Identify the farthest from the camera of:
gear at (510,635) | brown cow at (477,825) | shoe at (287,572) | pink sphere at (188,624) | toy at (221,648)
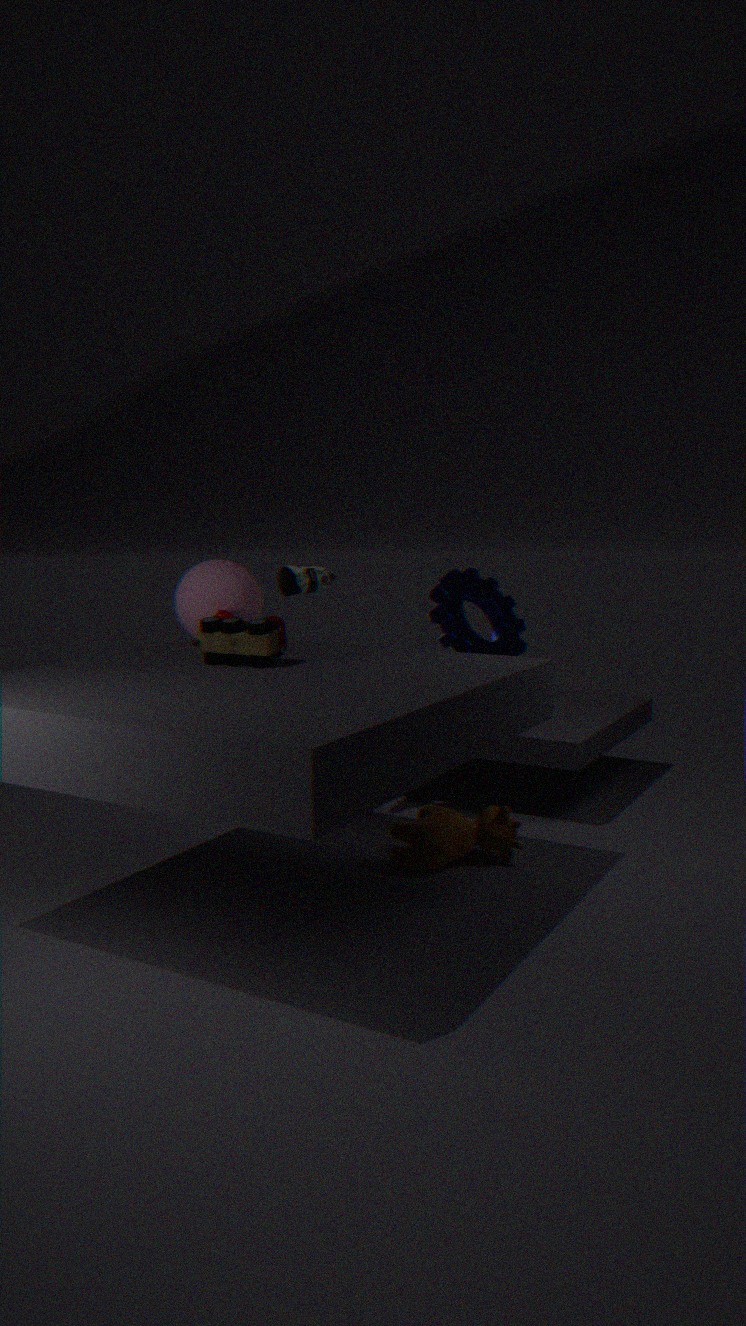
gear at (510,635)
